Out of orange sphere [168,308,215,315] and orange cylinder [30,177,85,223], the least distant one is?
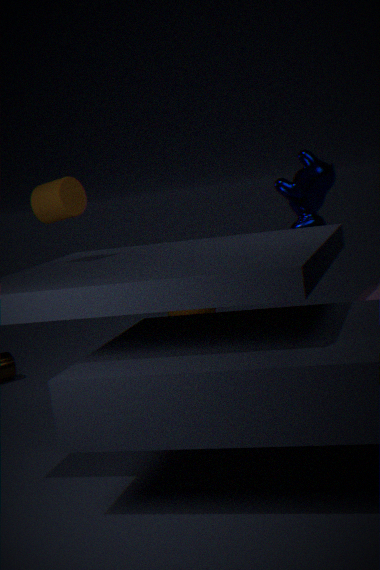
orange cylinder [30,177,85,223]
